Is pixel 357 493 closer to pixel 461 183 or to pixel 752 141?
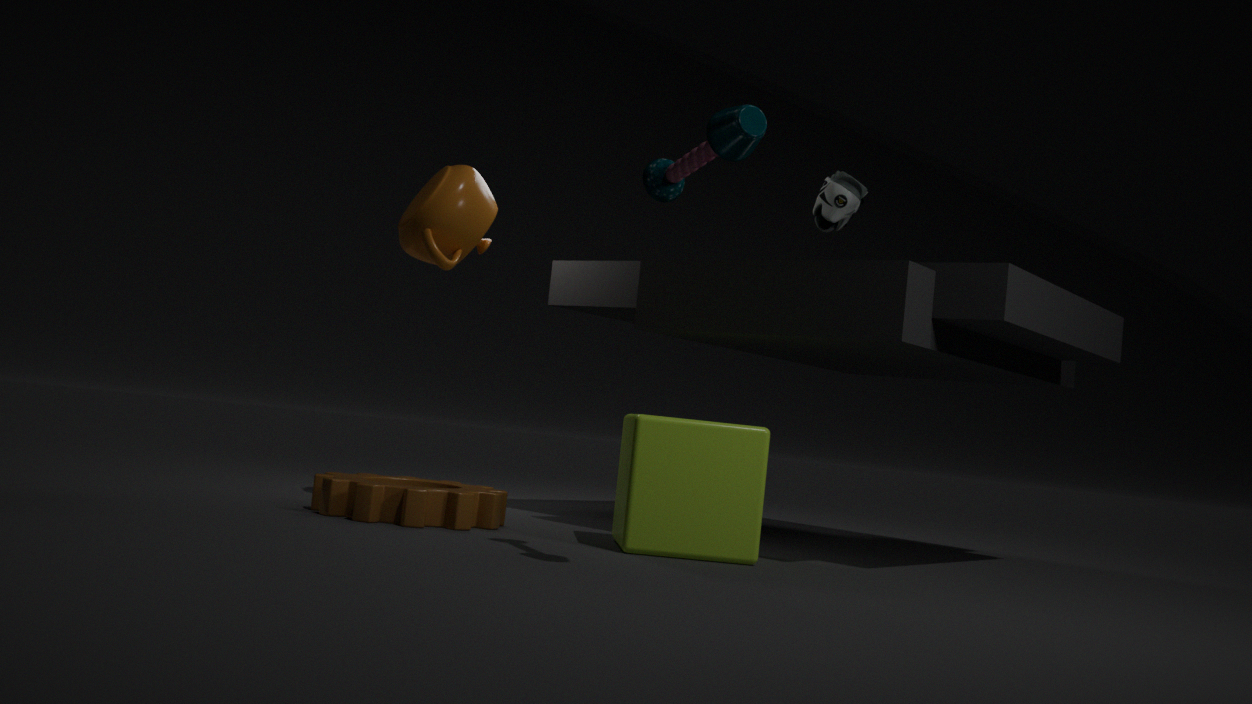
pixel 461 183
